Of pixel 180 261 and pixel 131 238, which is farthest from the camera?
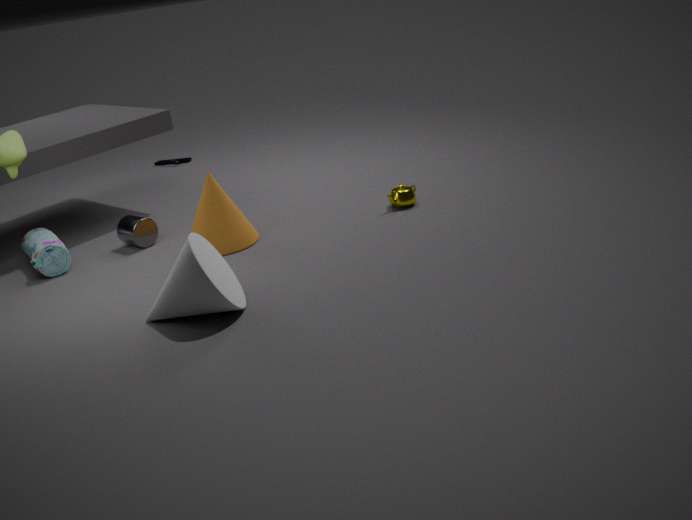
pixel 131 238
